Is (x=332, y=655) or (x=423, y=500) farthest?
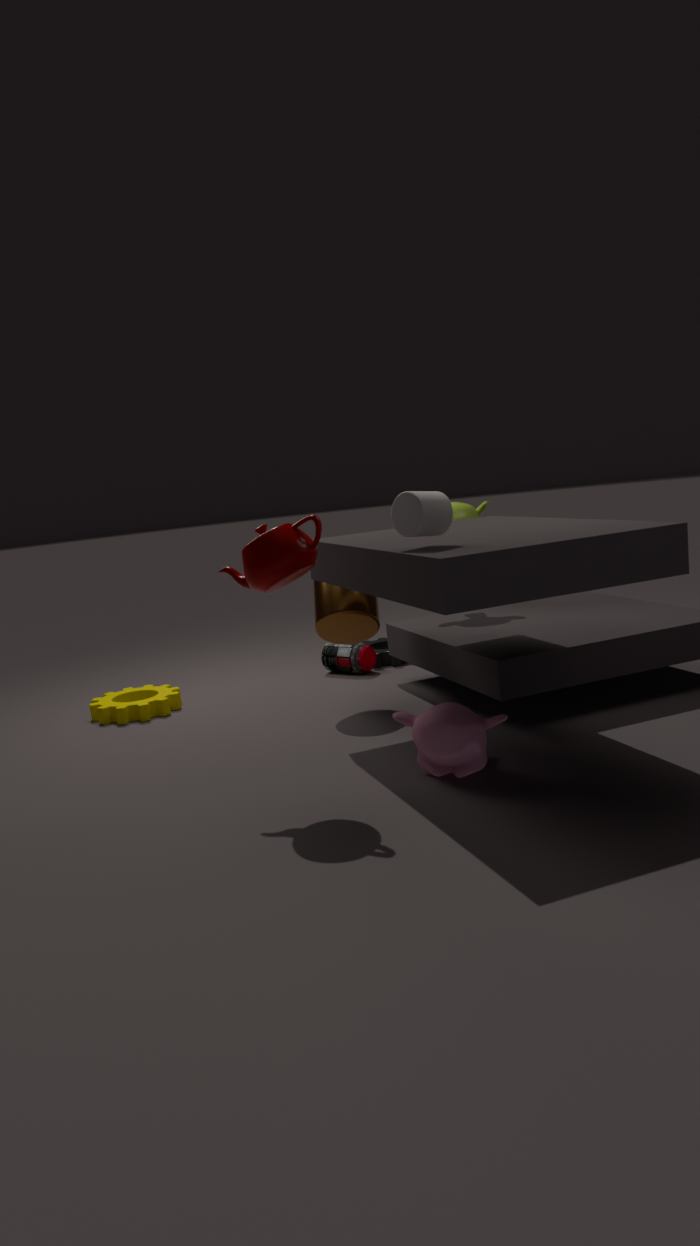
(x=332, y=655)
